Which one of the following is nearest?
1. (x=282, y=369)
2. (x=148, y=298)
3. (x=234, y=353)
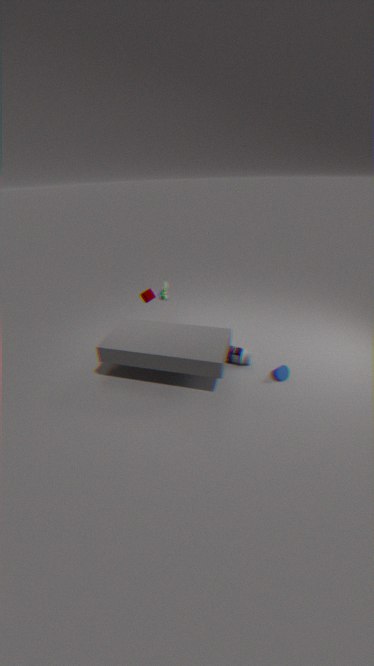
(x=282, y=369)
